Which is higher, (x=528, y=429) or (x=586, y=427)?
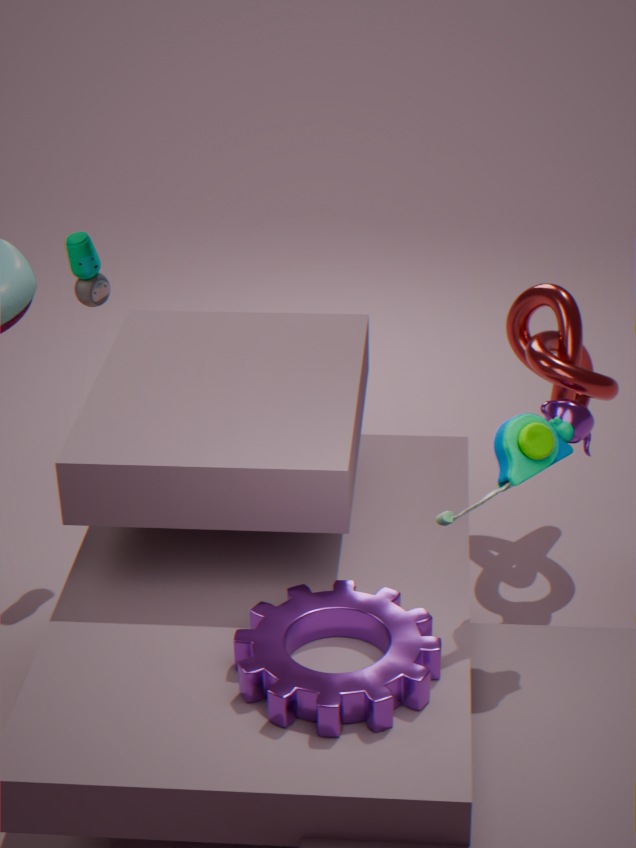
(x=528, y=429)
